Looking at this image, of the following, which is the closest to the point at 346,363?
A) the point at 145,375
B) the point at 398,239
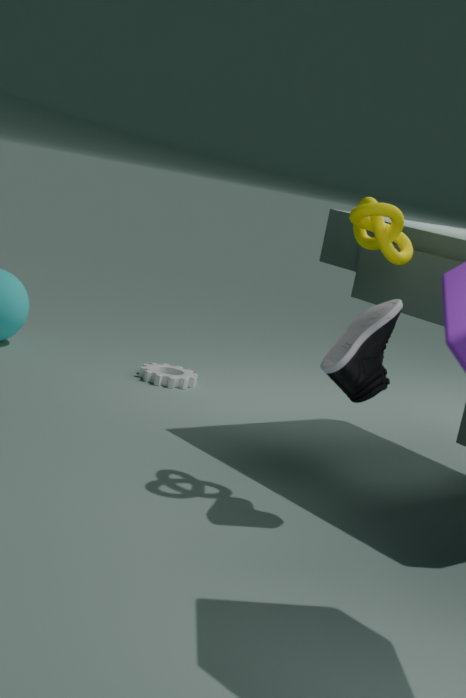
the point at 398,239
